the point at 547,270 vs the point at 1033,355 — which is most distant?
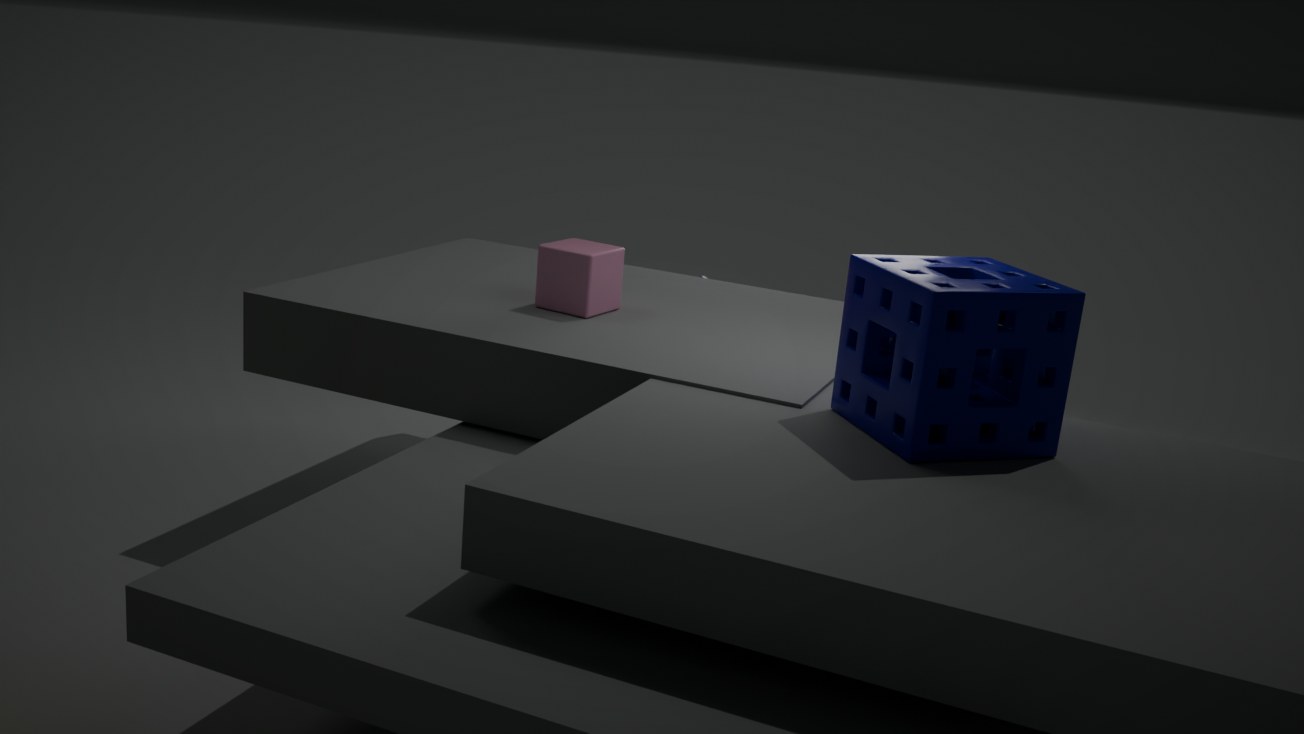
the point at 547,270
